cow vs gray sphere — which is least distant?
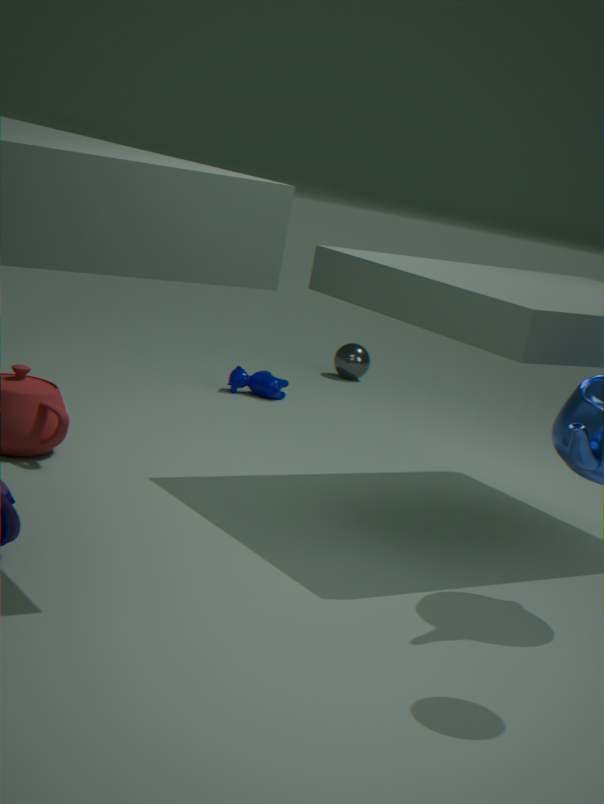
cow
